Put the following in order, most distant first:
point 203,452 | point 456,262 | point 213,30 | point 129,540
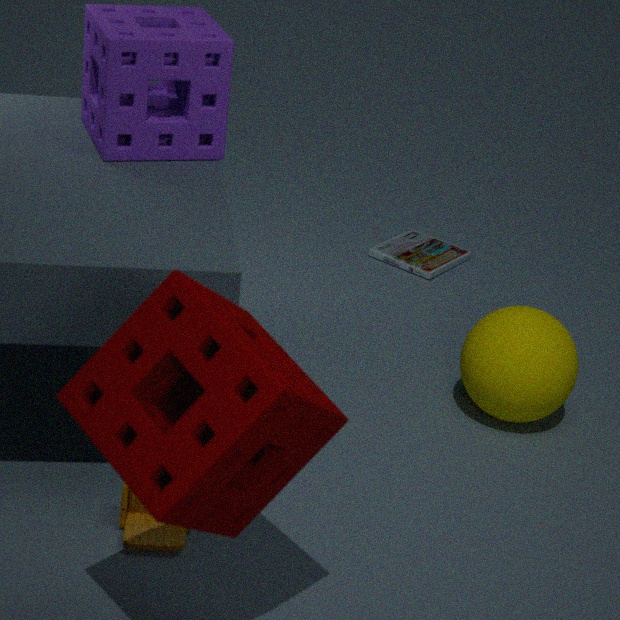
point 456,262
point 213,30
point 129,540
point 203,452
